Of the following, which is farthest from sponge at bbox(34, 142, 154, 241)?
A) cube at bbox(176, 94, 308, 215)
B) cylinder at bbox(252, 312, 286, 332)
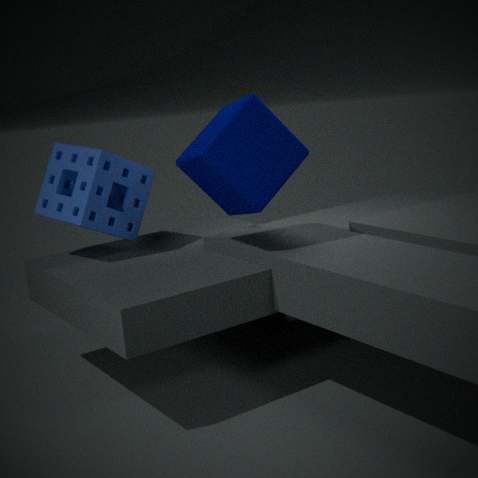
cylinder at bbox(252, 312, 286, 332)
